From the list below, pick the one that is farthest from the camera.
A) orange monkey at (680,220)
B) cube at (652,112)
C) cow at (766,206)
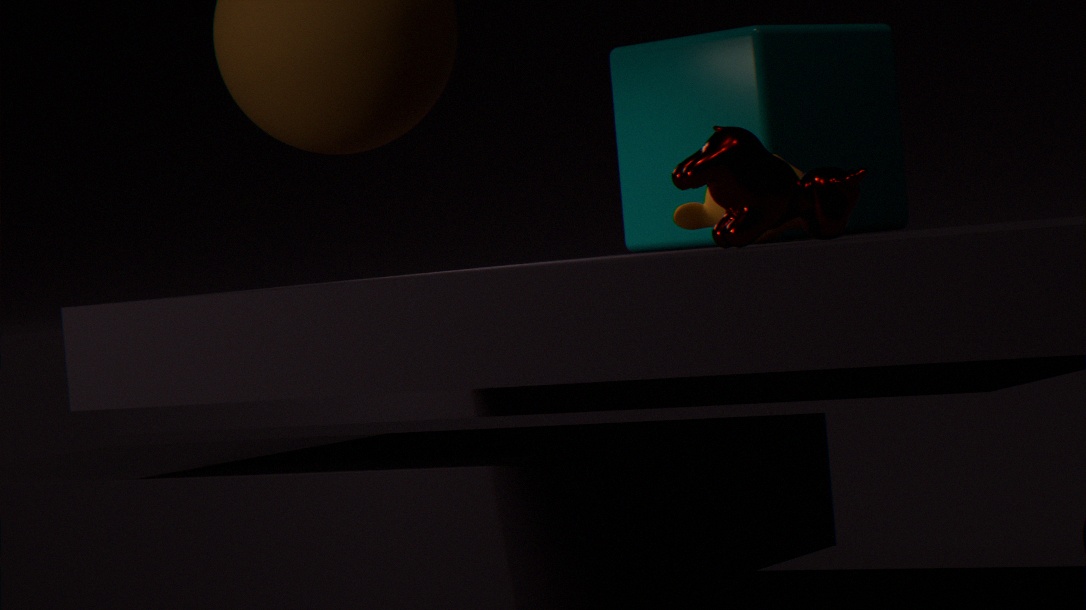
cube at (652,112)
